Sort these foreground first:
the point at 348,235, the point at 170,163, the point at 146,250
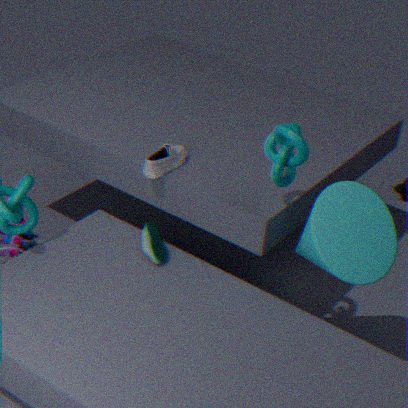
1. the point at 348,235
2. the point at 146,250
3. the point at 170,163
